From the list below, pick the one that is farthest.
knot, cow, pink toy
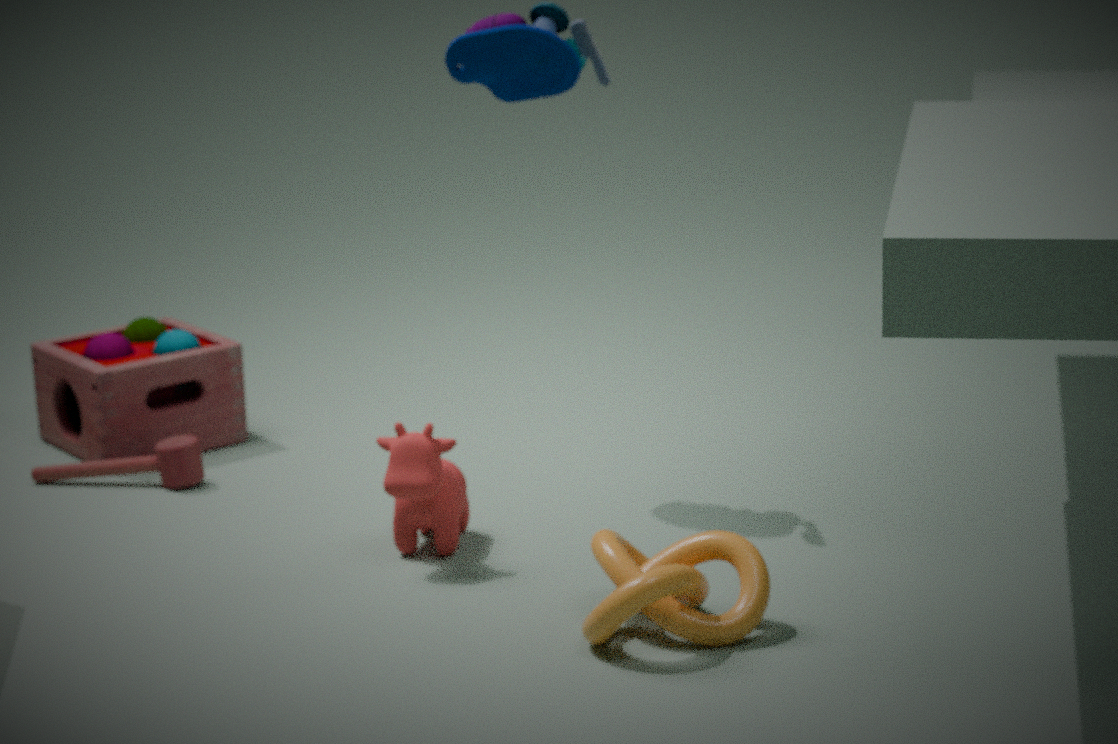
pink toy
